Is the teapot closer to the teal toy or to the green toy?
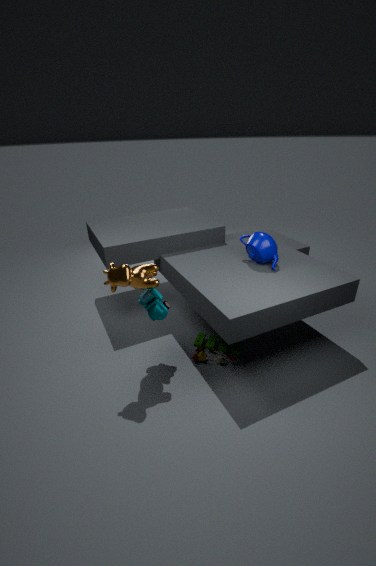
the green toy
